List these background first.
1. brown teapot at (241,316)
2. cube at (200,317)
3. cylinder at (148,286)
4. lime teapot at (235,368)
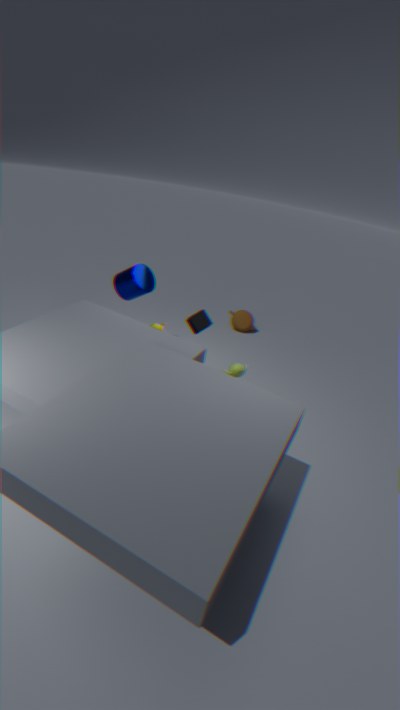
brown teapot at (241,316) → cylinder at (148,286) → lime teapot at (235,368) → cube at (200,317)
